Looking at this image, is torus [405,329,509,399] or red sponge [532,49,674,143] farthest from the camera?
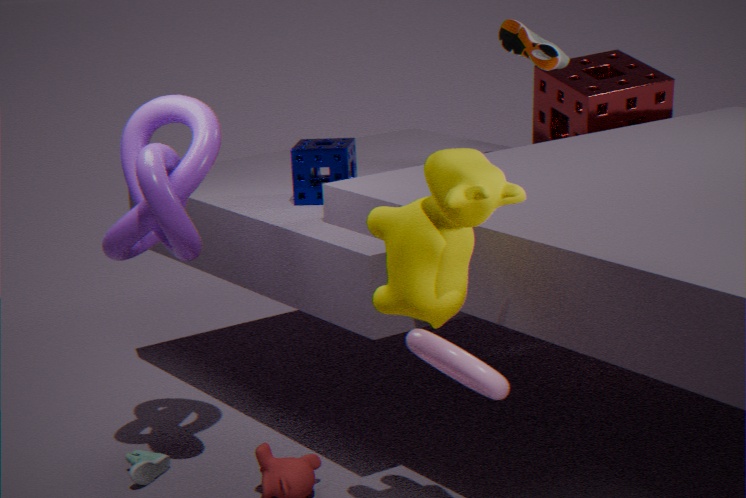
red sponge [532,49,674,143]
